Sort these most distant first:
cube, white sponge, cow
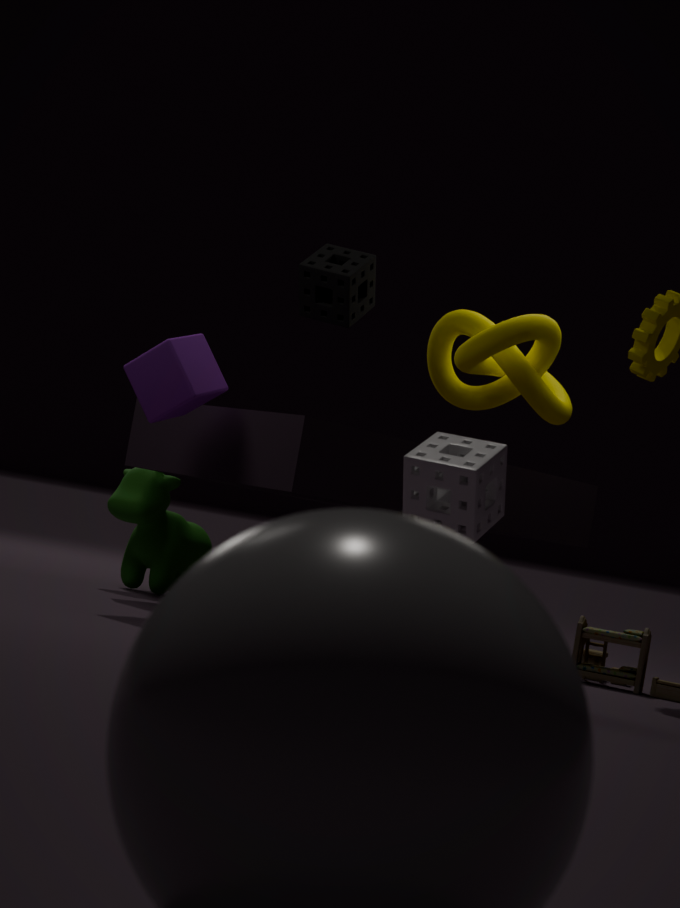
cow < cube < white sponge
